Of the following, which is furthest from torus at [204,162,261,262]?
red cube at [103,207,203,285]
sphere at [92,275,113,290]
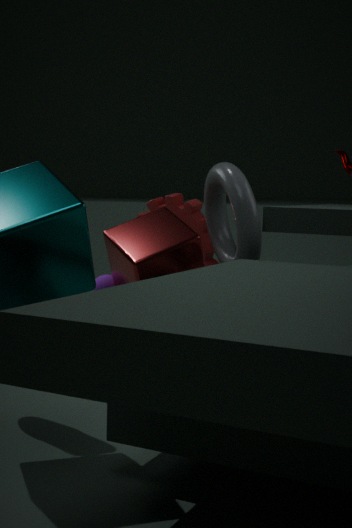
Result: sphere at [92,275,113,290]
